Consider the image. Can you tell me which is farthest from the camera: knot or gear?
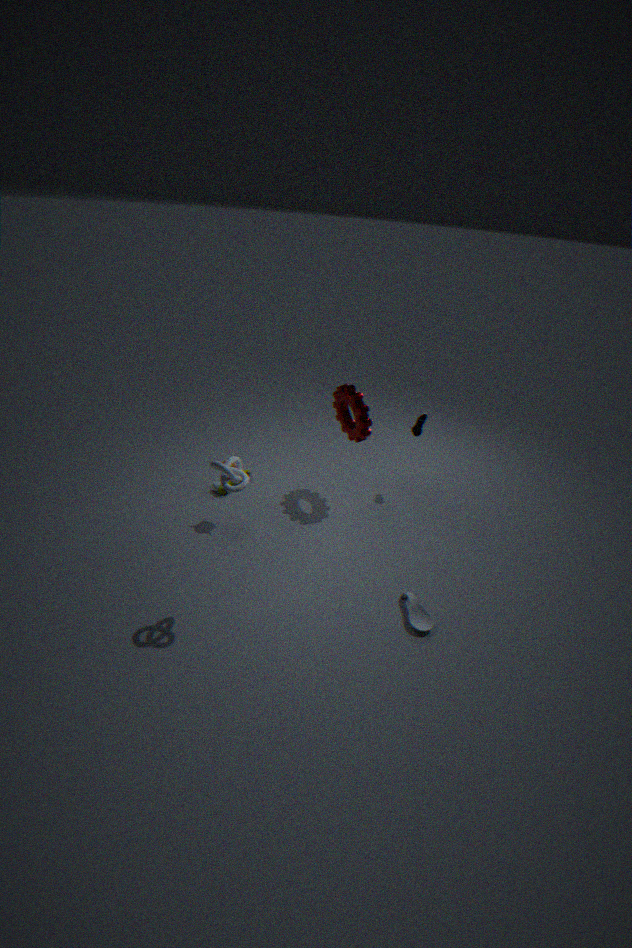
gear
